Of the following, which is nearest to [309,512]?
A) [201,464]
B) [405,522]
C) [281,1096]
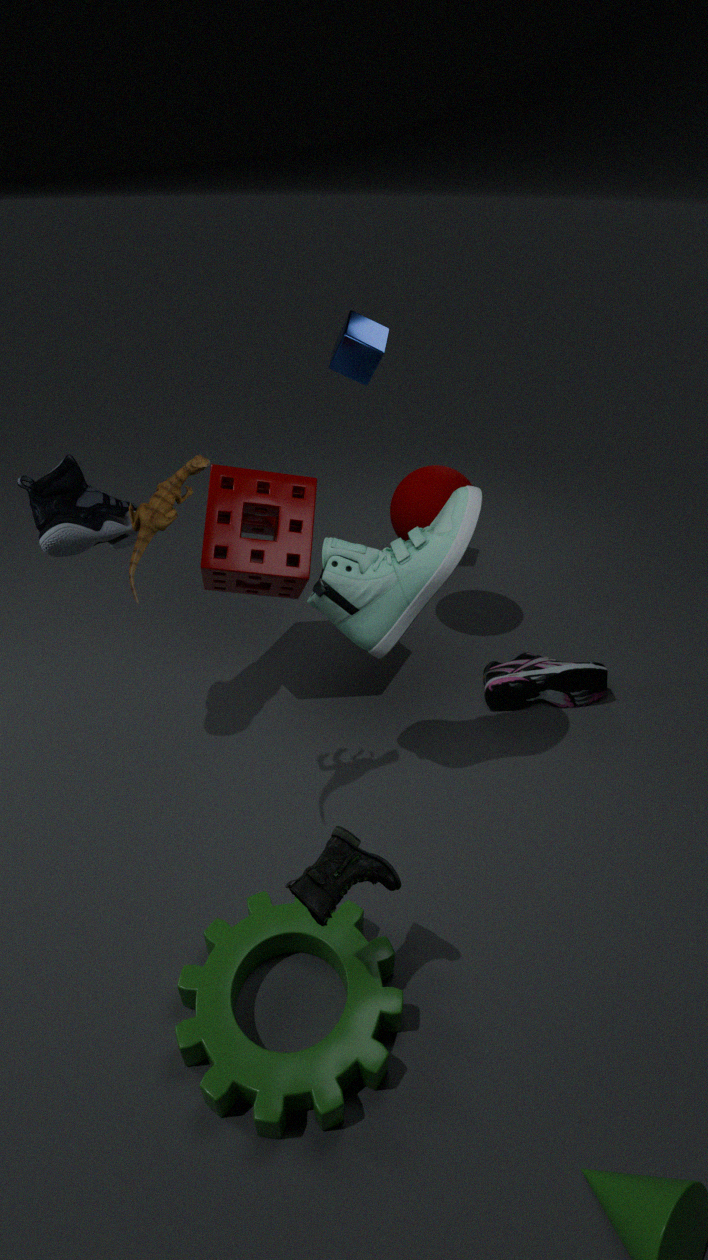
[405,522]
